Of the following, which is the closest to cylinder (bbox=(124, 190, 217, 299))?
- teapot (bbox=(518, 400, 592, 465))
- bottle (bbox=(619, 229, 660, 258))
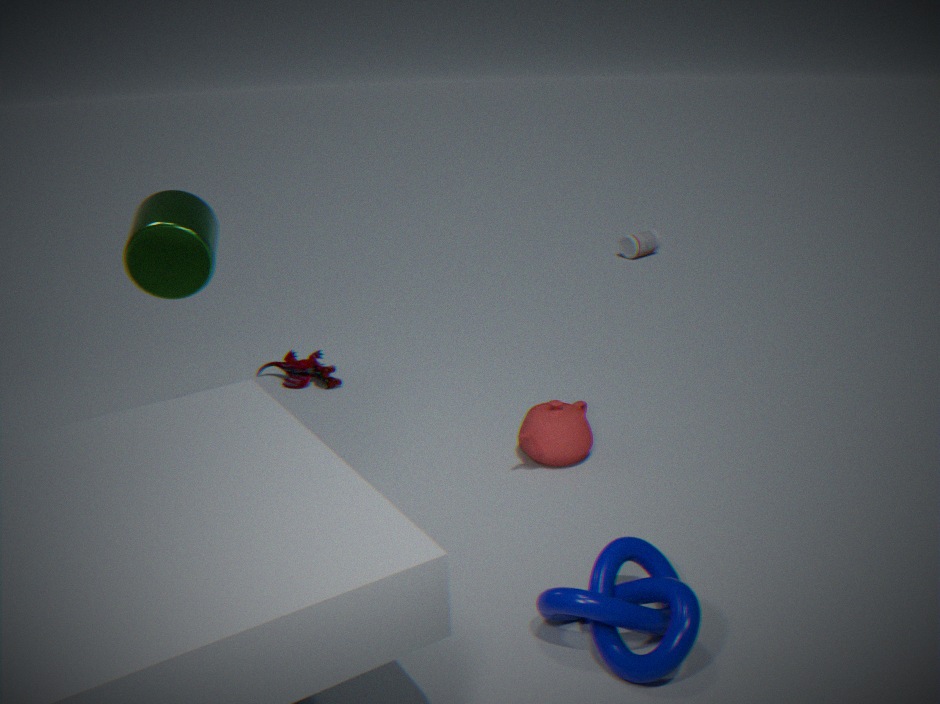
teapot (bbox=(518, 400, 592, 465))
